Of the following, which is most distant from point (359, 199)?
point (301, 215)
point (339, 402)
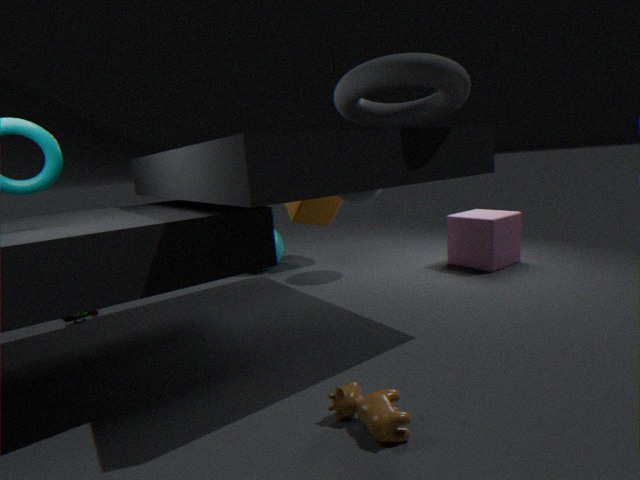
point (339, 402)
